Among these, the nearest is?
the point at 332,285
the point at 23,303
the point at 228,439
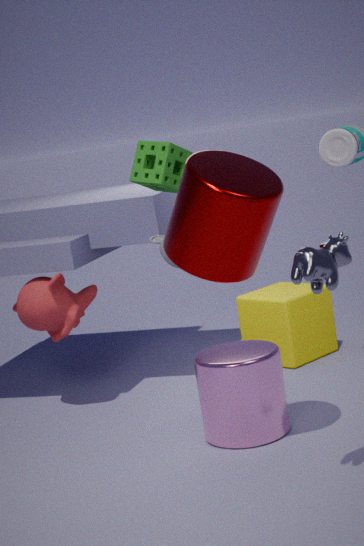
the point at 332,285
